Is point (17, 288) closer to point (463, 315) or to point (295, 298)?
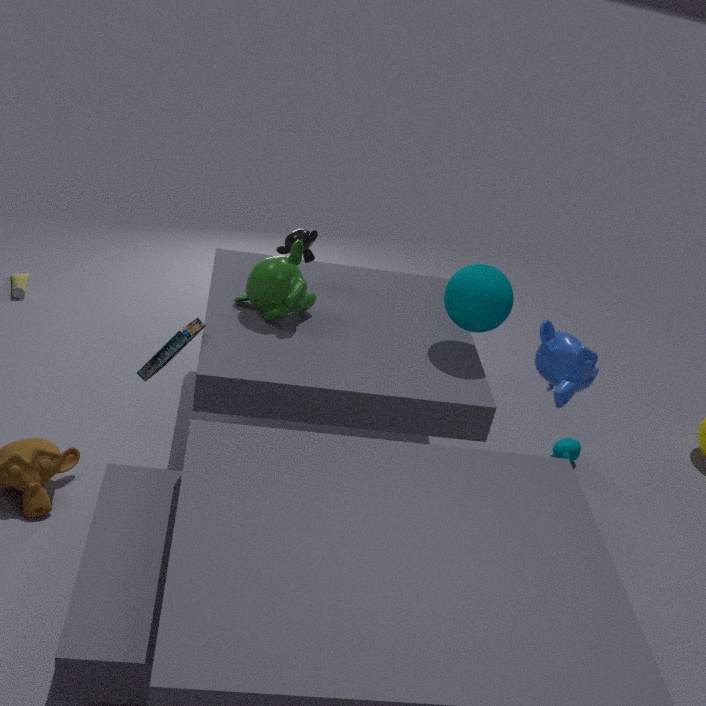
point (295, 298)
